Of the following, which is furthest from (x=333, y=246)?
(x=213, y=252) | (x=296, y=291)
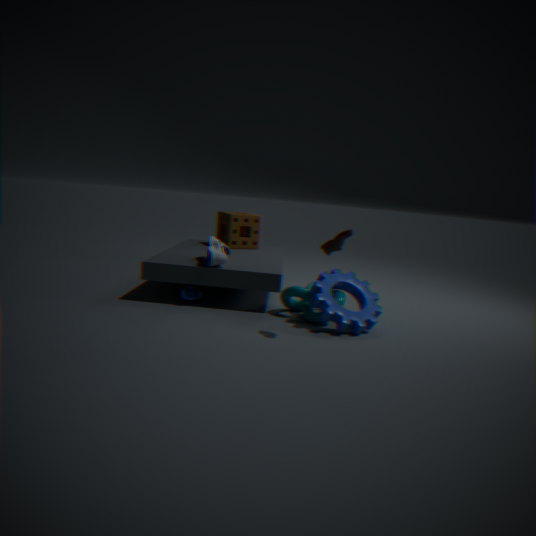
(x=213, y=252)
